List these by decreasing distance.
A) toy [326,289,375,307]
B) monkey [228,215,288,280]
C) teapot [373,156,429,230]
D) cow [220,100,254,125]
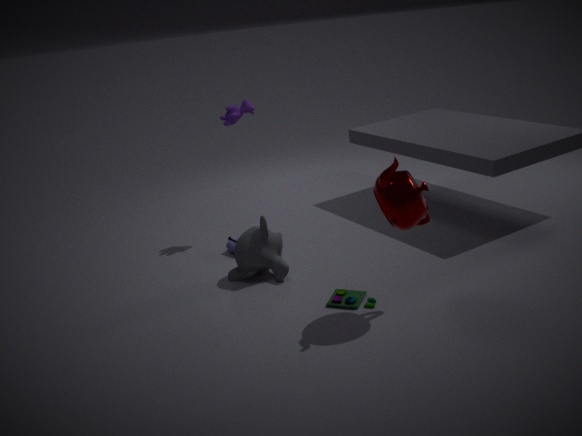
cow [220,100,254,125]
monkey [228,215,288,280]
toy [326,289,375,307]
teapot [373,156,429,230]
